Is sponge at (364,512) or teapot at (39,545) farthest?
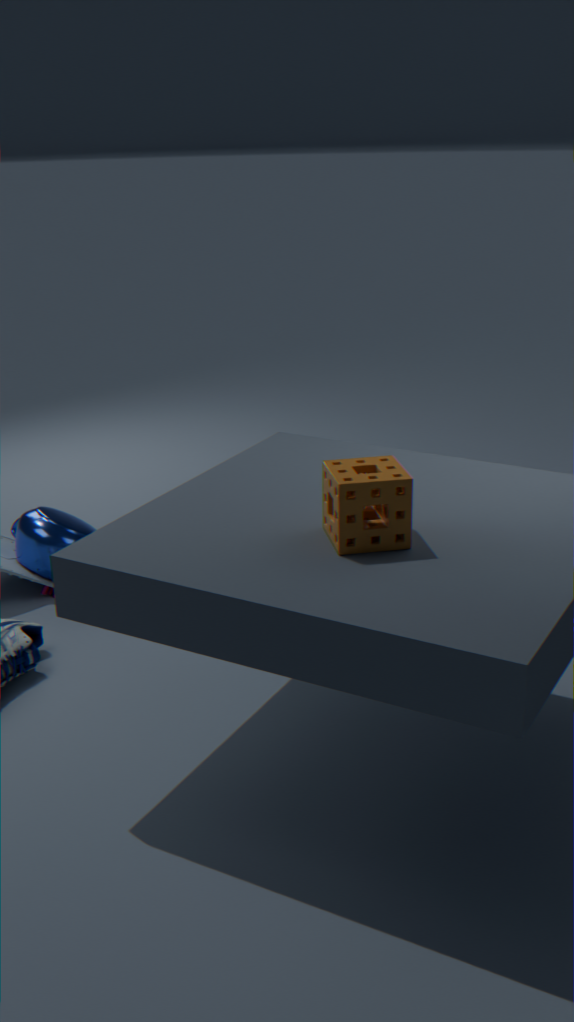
teapot at (39,545)
